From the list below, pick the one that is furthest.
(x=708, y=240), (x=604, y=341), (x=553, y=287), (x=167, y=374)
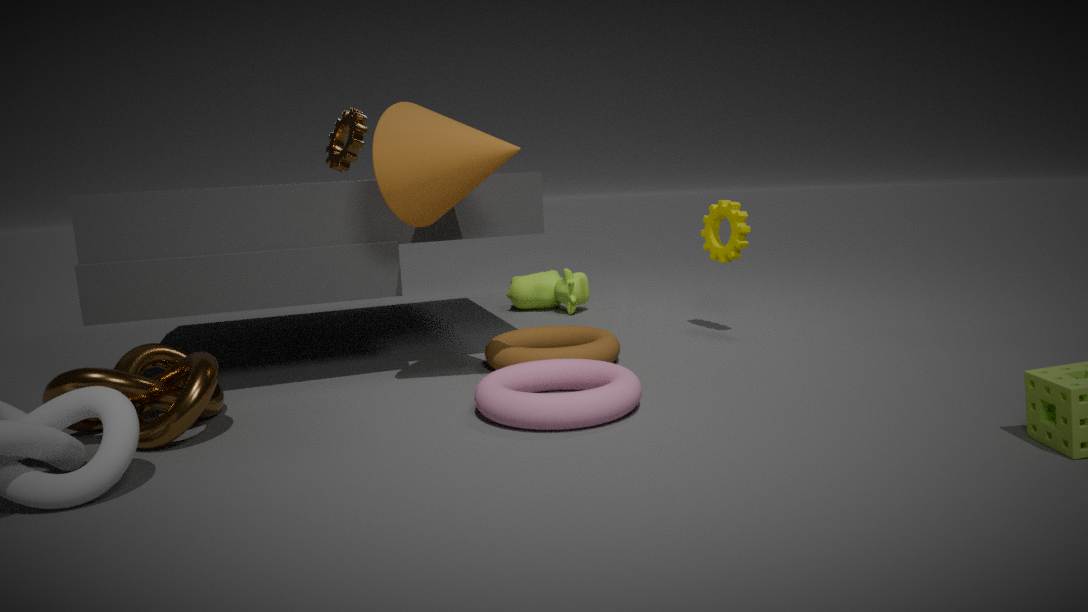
(x=553, y=287)
